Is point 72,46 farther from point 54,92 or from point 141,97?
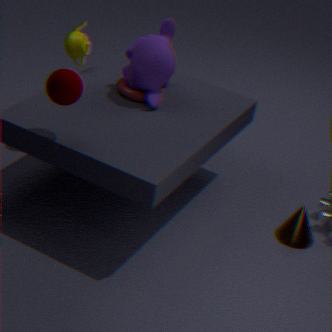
point 54,92
